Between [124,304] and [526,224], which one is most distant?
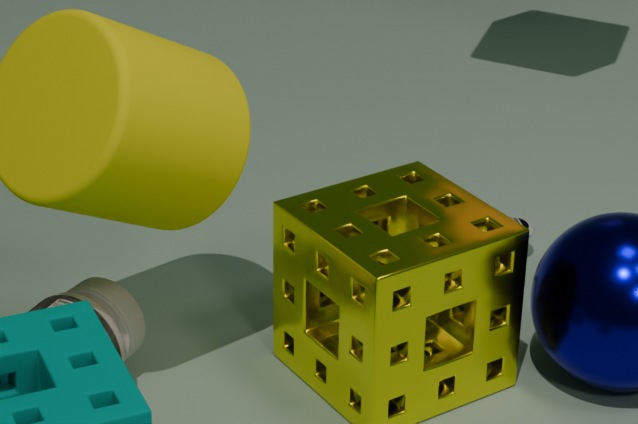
[526,224]
